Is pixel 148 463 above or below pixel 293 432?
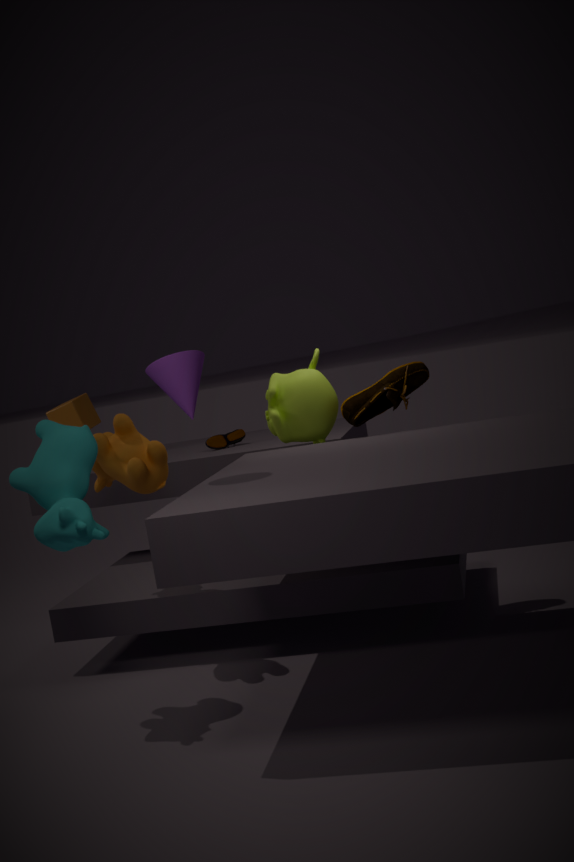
below
